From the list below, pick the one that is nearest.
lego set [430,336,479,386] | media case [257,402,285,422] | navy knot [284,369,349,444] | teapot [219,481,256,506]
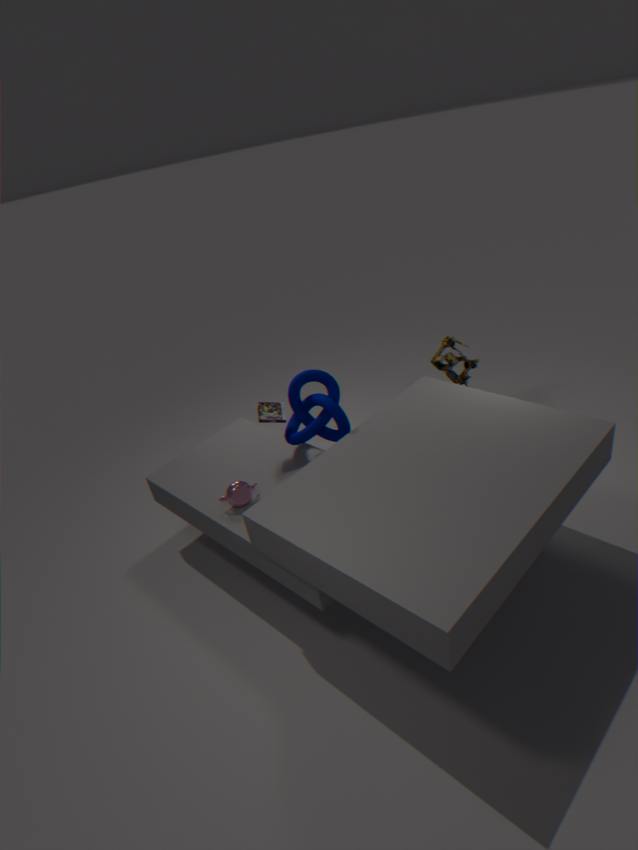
teapot [219,481,256,506]
